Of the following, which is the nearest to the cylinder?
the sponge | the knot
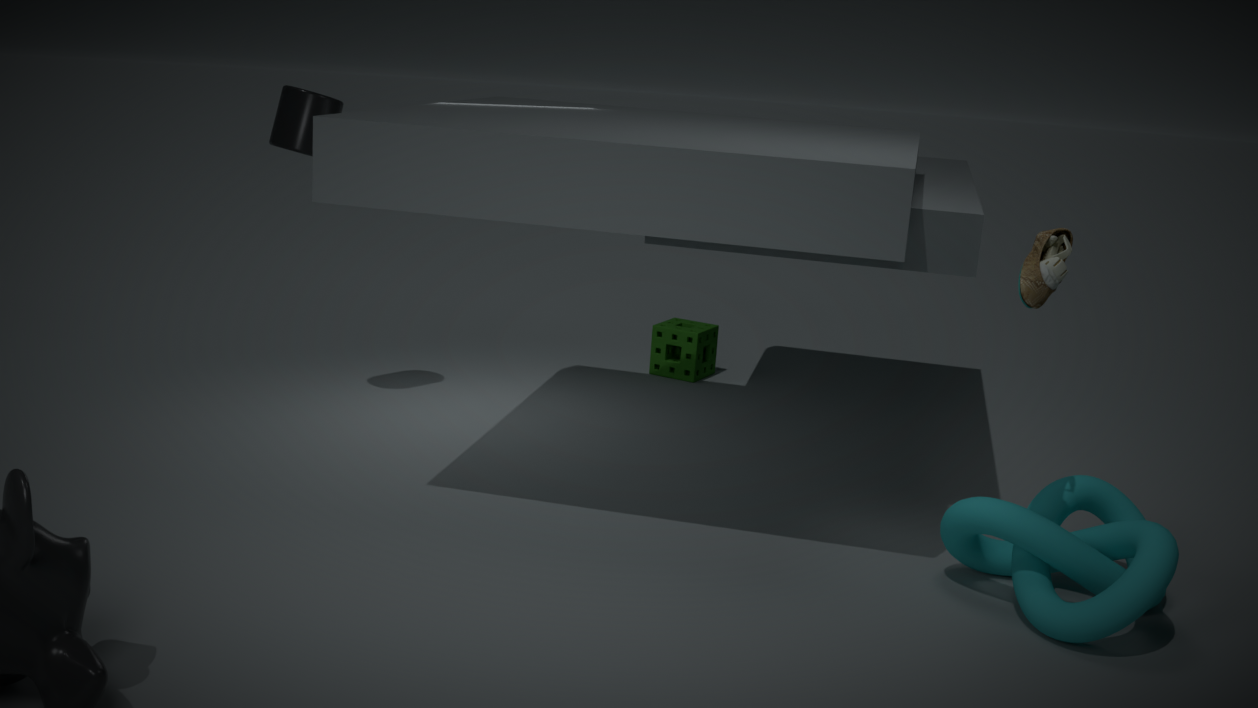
the sponge
